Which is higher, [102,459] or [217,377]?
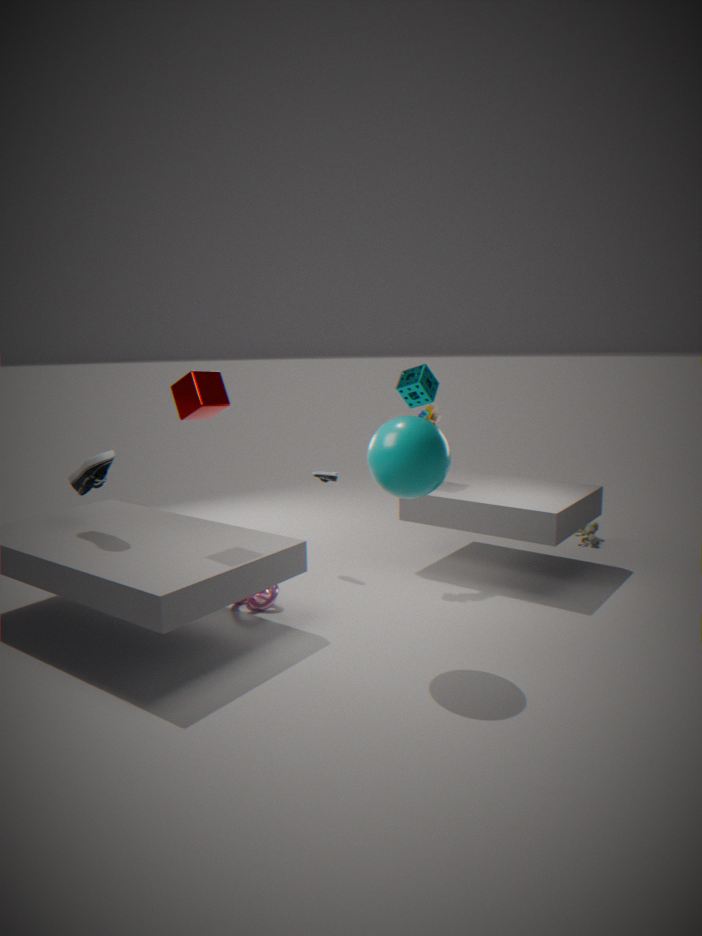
[217,377]
